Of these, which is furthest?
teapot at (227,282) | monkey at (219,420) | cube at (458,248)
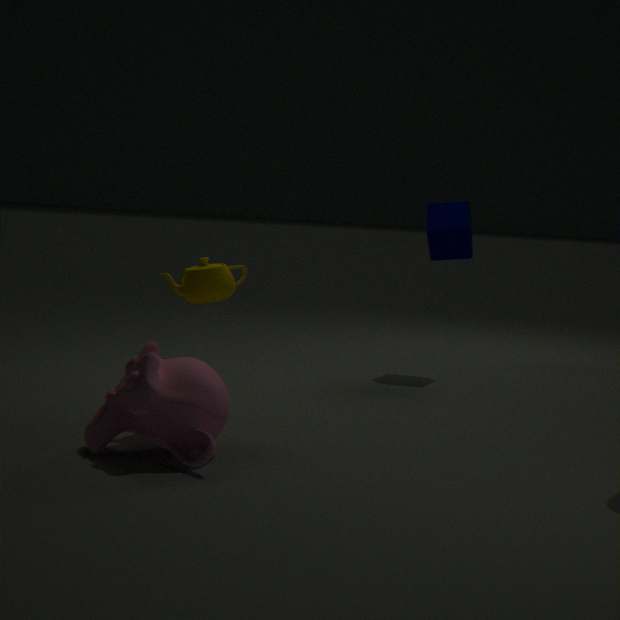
cube at (458,248)
